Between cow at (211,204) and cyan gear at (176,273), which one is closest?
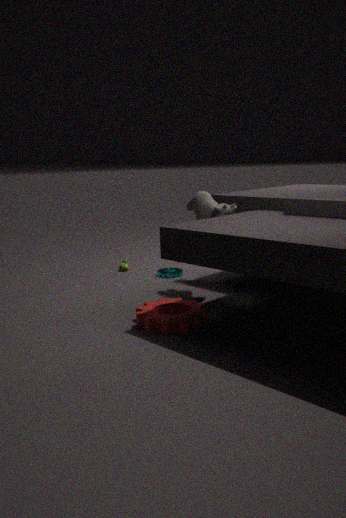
cow at (211,204)
